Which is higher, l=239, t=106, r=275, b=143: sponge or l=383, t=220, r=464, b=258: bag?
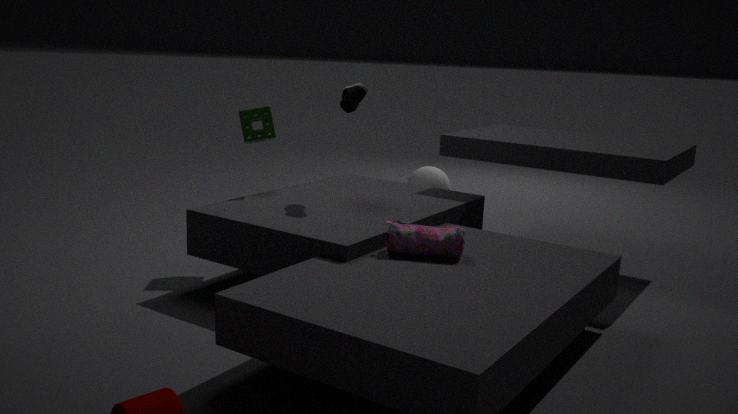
l=239, t=106, r=275, b=143: sponge
